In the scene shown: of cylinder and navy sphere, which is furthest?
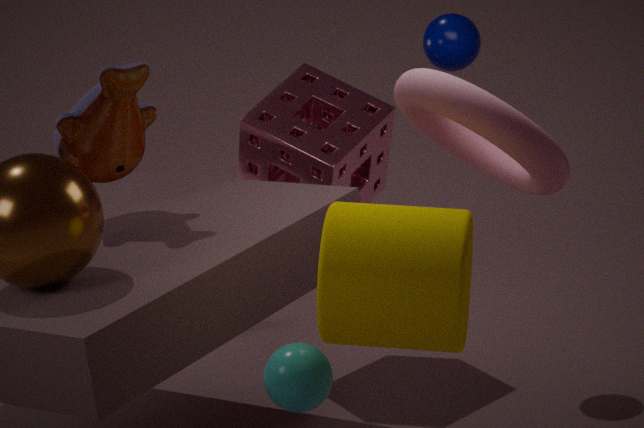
navy sphere
